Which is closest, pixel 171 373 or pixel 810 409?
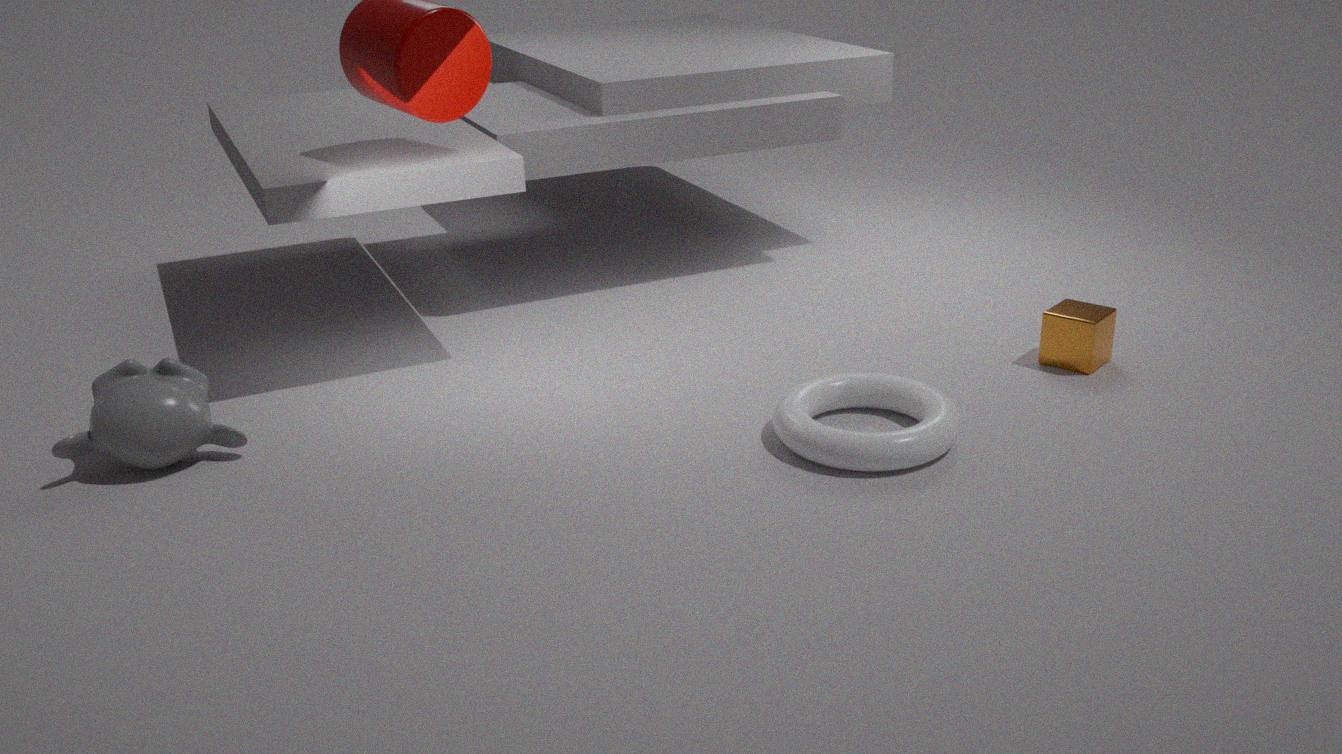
pixel 171 373
